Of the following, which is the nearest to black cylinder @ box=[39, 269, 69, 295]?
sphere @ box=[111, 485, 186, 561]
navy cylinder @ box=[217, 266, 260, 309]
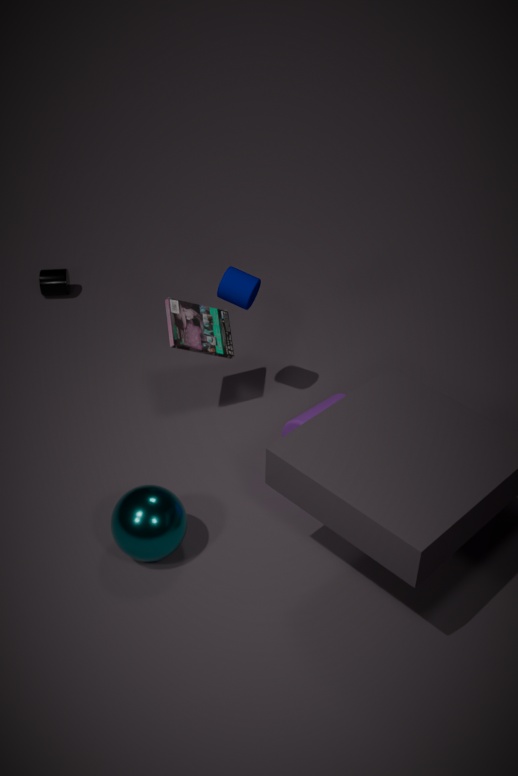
navy cylinder @ box=[217, 266, 260, 309]
